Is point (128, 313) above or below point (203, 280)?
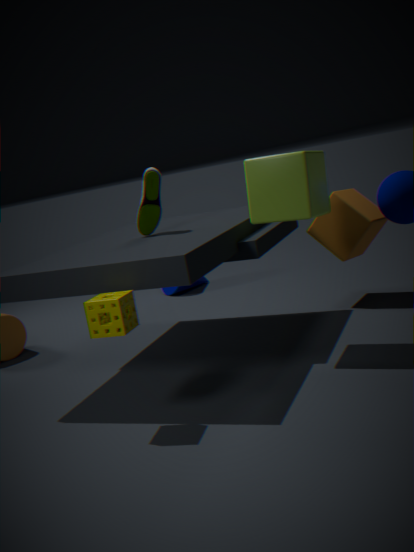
above
